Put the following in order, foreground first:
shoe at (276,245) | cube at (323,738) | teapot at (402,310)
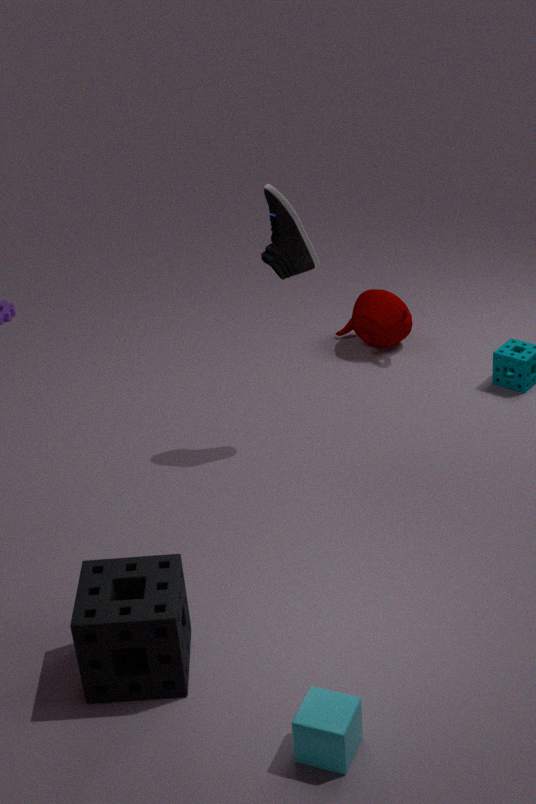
cube at (323,738)
shoe at (276,245)
teapot at (402,310)
